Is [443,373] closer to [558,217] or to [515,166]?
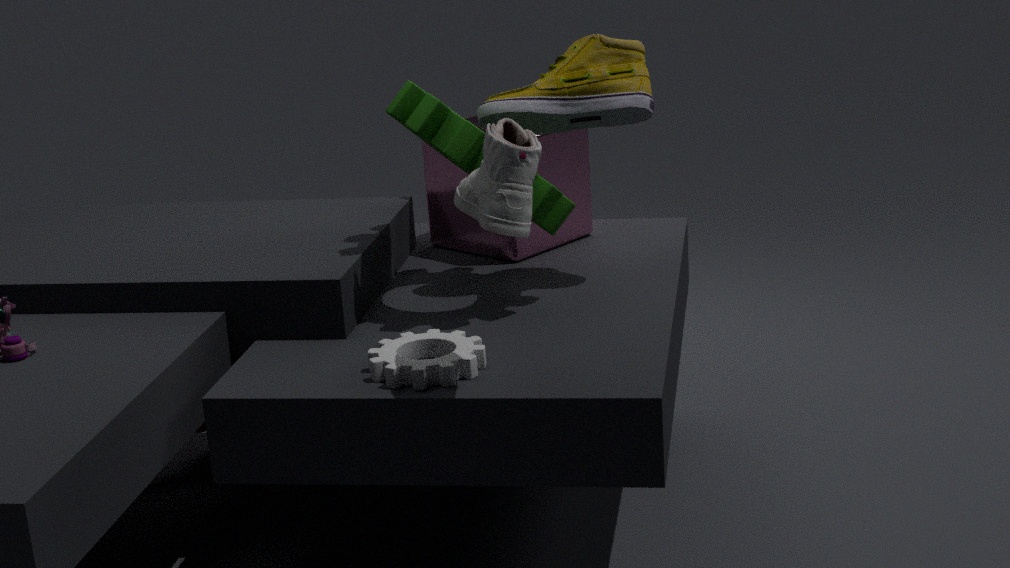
[515,166]
